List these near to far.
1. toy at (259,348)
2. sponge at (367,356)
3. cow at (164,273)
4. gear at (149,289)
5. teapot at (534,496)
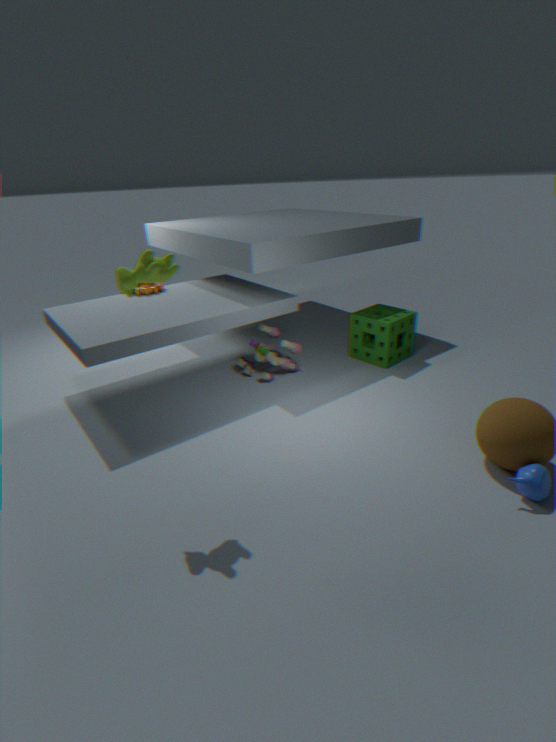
cow at (164,273) → teapot at (534,496) → toy at (259,348) → sponge at (367,356) → gear at (149,289)
